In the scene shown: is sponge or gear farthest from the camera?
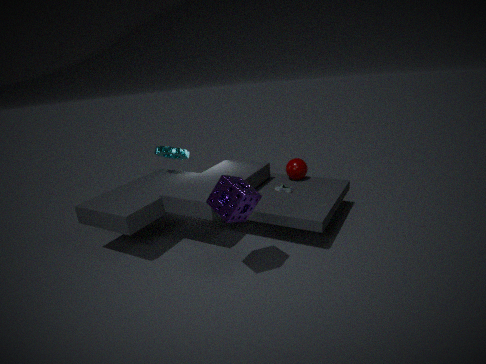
gear
